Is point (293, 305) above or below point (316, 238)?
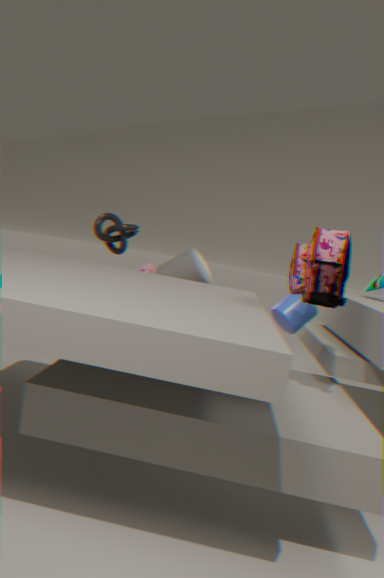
below
